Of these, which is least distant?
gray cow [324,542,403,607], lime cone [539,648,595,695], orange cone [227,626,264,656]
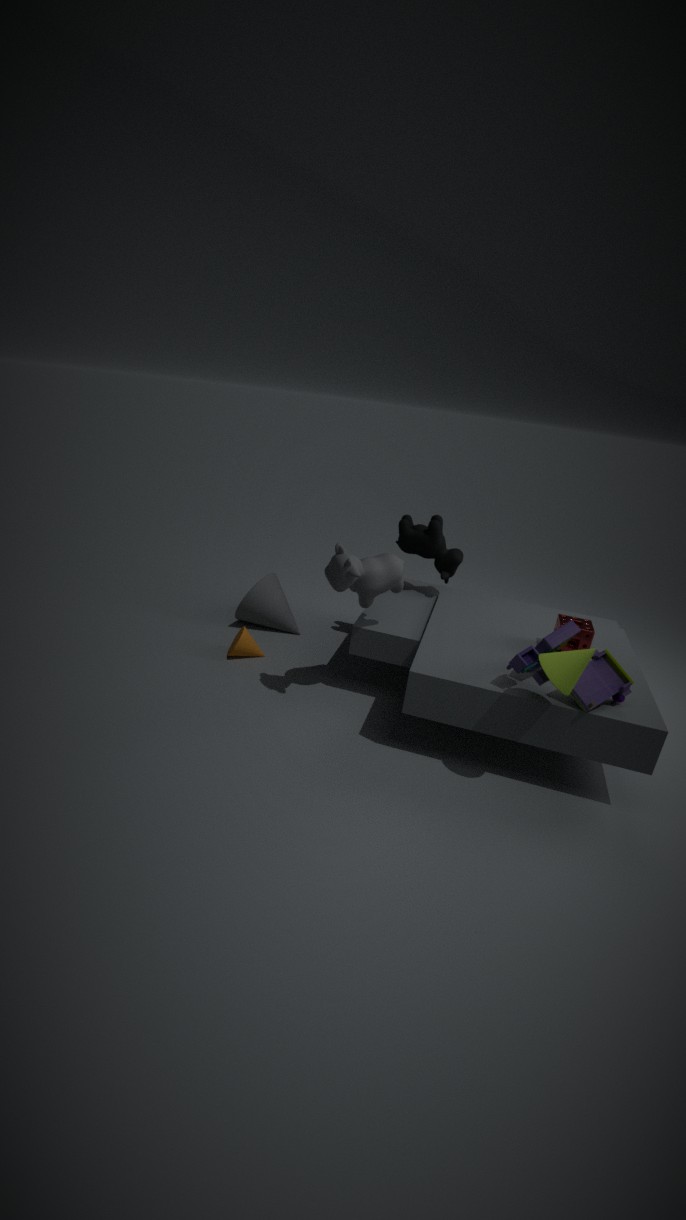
lime cone [539,648,595,695]
